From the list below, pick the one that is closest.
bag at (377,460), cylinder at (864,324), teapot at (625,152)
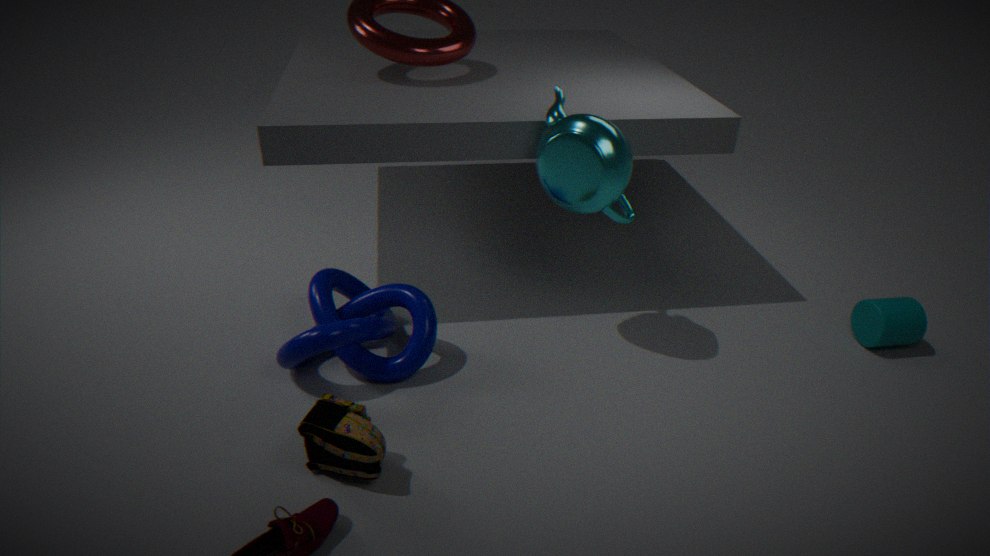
bag at (377,460)
